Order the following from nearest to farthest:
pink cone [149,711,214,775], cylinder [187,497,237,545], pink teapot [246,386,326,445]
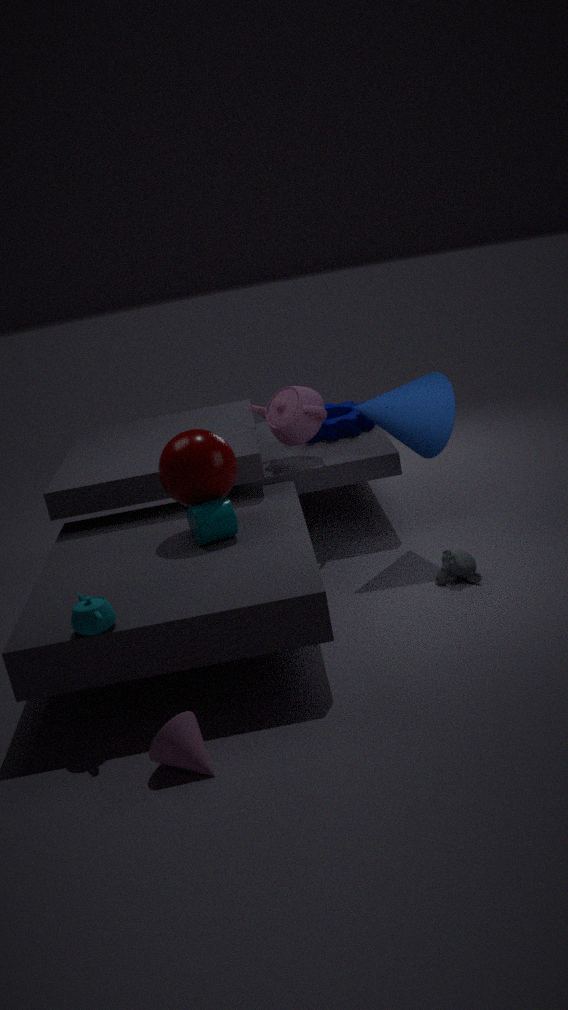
pink cone [149,711,214,775] → cylinder [187,497,237,545] → pink teapot [246,386,326,445]
